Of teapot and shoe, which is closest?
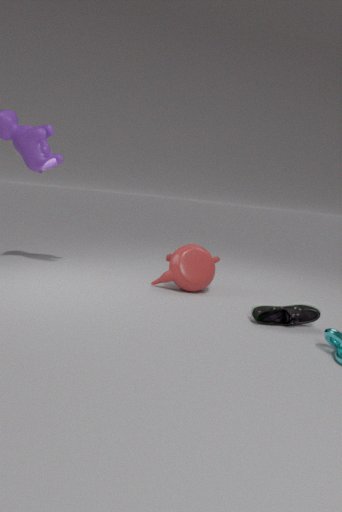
shoe
